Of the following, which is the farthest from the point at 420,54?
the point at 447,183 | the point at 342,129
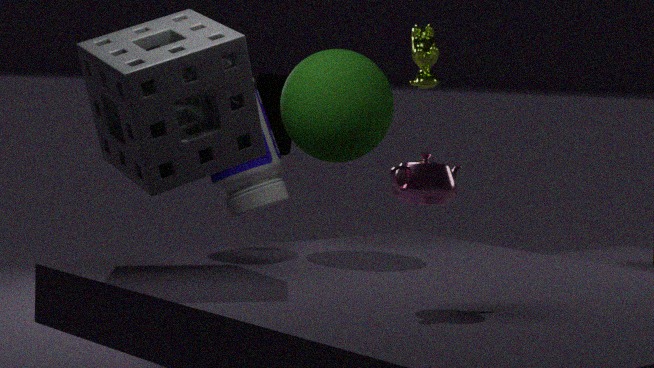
the point at 447,183
